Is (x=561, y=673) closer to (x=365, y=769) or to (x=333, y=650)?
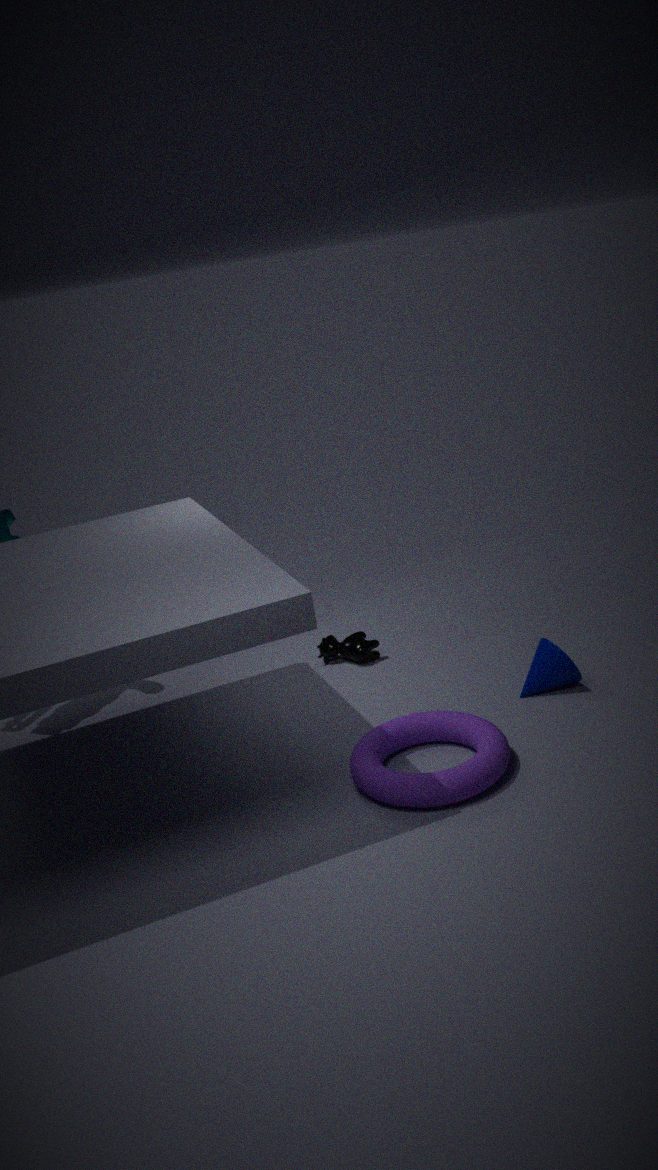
(x=365, y=769)
